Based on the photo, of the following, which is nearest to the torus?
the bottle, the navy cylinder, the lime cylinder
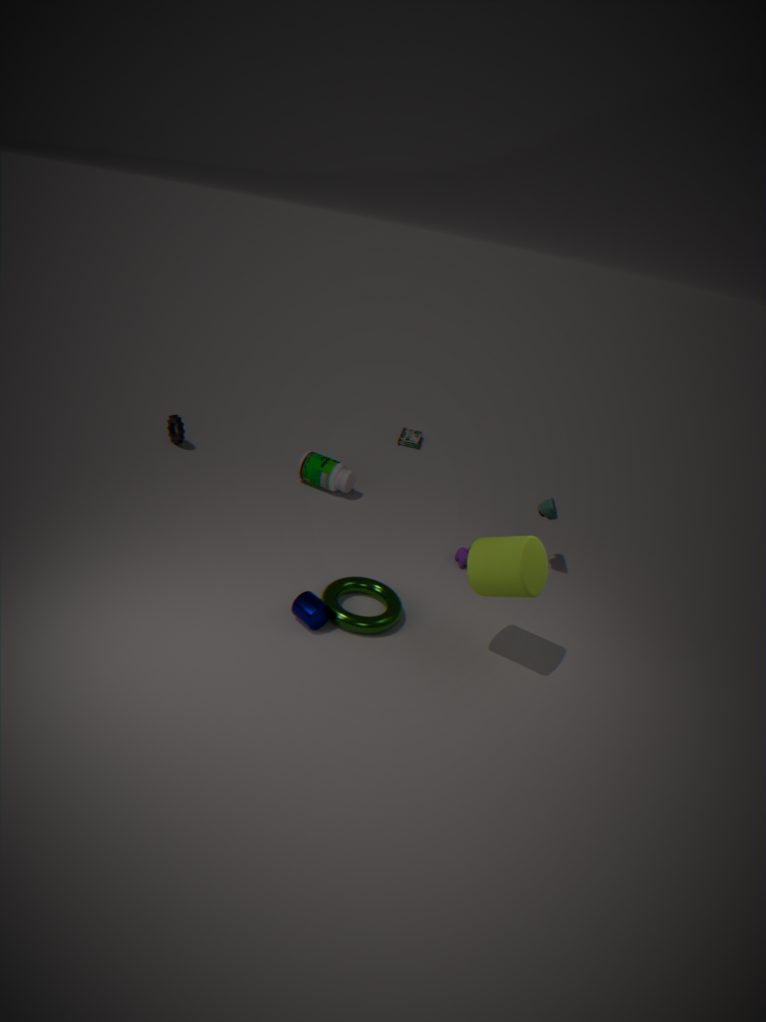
the navy cylinder
